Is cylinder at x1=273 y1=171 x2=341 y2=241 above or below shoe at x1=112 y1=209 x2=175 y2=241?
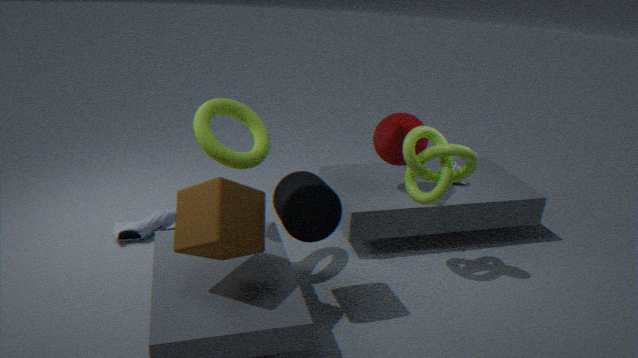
above
